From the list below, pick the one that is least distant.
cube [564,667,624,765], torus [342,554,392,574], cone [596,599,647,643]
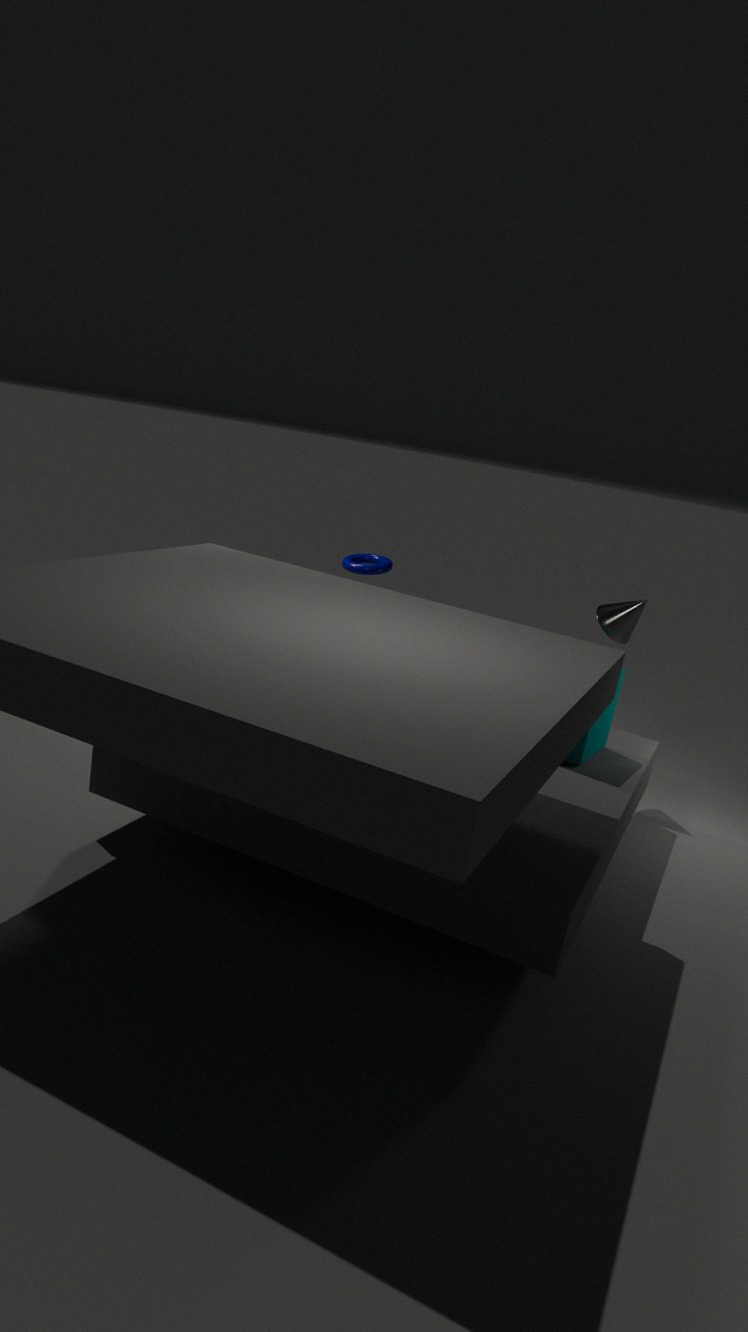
cube [564,667,624,765]
